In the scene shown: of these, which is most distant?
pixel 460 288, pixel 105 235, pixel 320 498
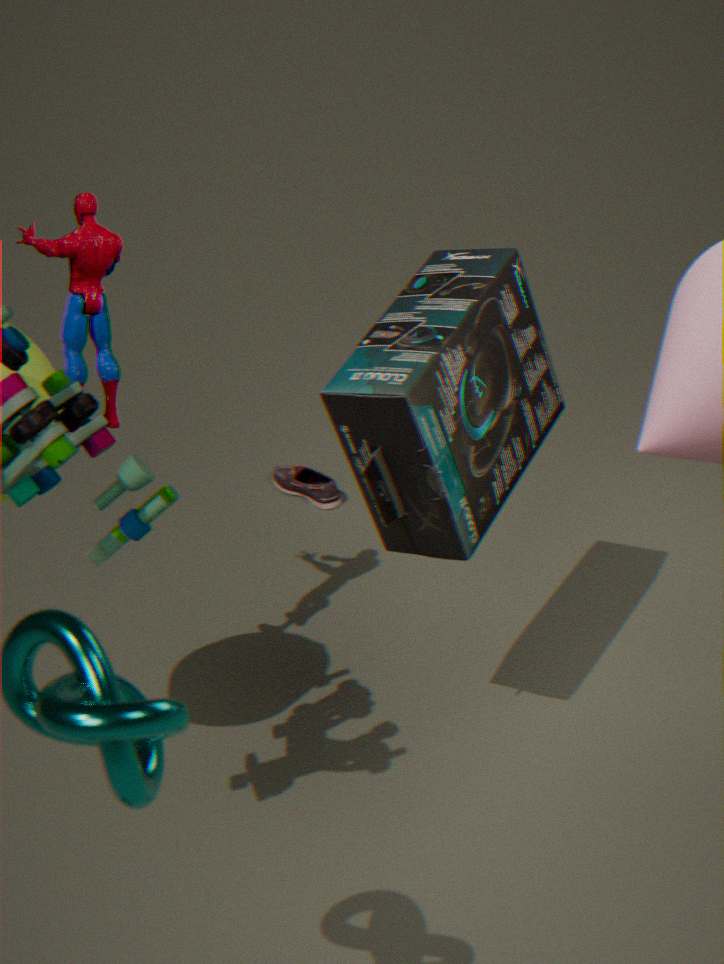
pixel 320 498
